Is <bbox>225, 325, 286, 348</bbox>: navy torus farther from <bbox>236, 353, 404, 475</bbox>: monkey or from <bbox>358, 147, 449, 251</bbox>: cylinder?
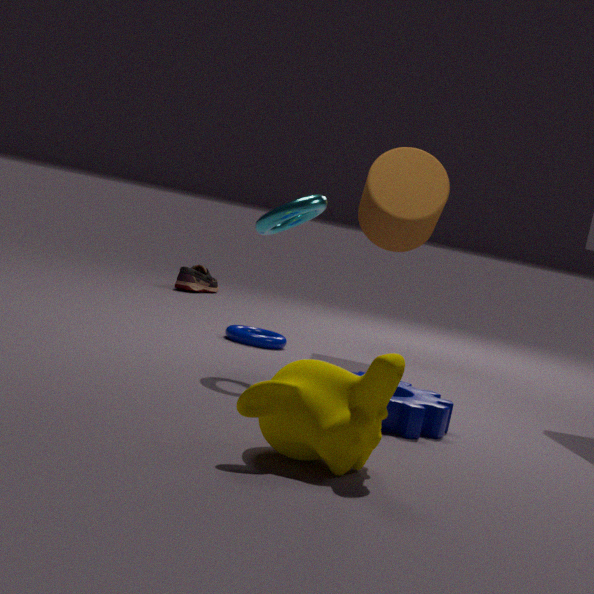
<bbox>236, 353, 404, 475</bbox>: monkey
